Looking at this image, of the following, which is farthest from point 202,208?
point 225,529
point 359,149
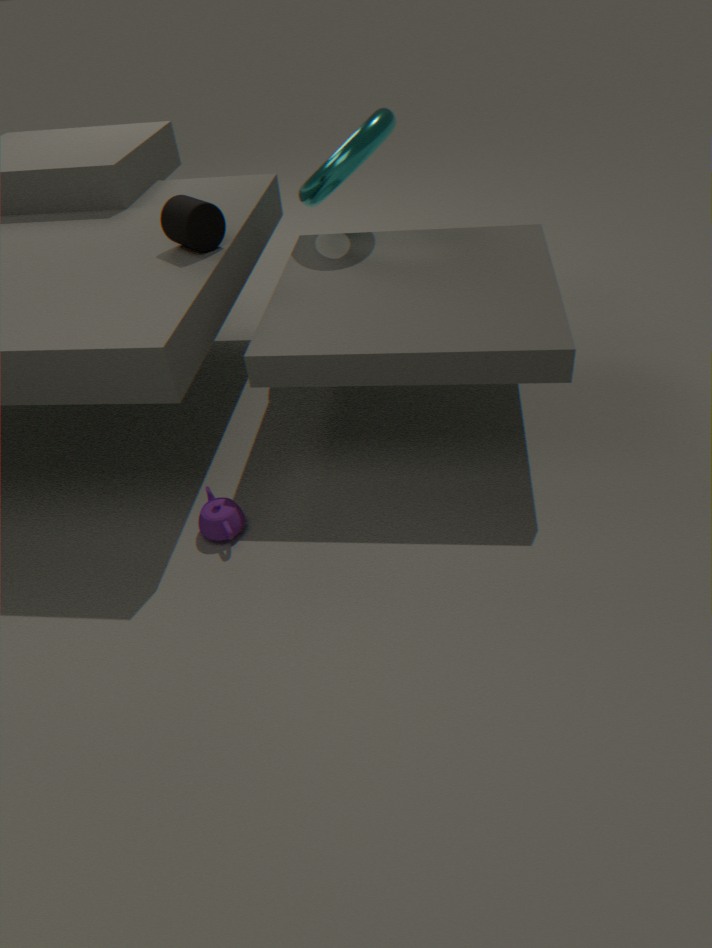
point 225,529
